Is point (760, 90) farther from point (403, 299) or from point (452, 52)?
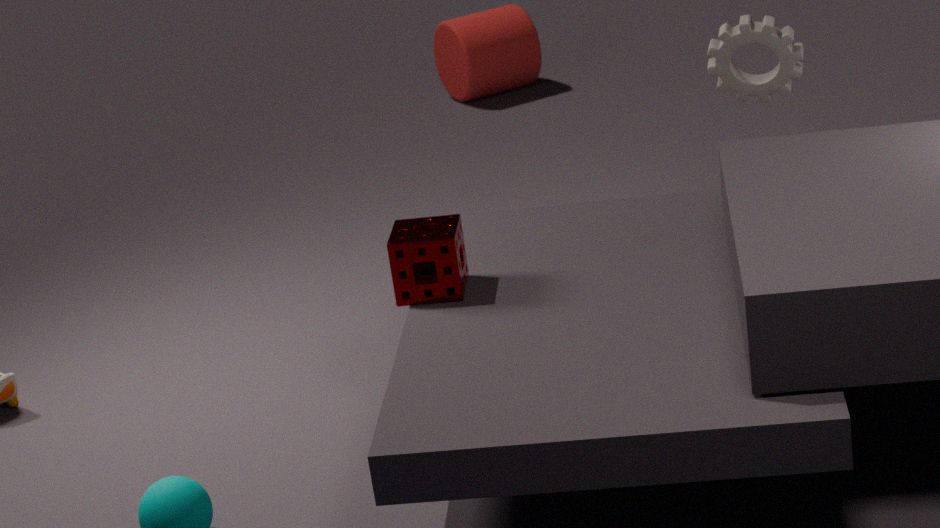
point (452, 52)
